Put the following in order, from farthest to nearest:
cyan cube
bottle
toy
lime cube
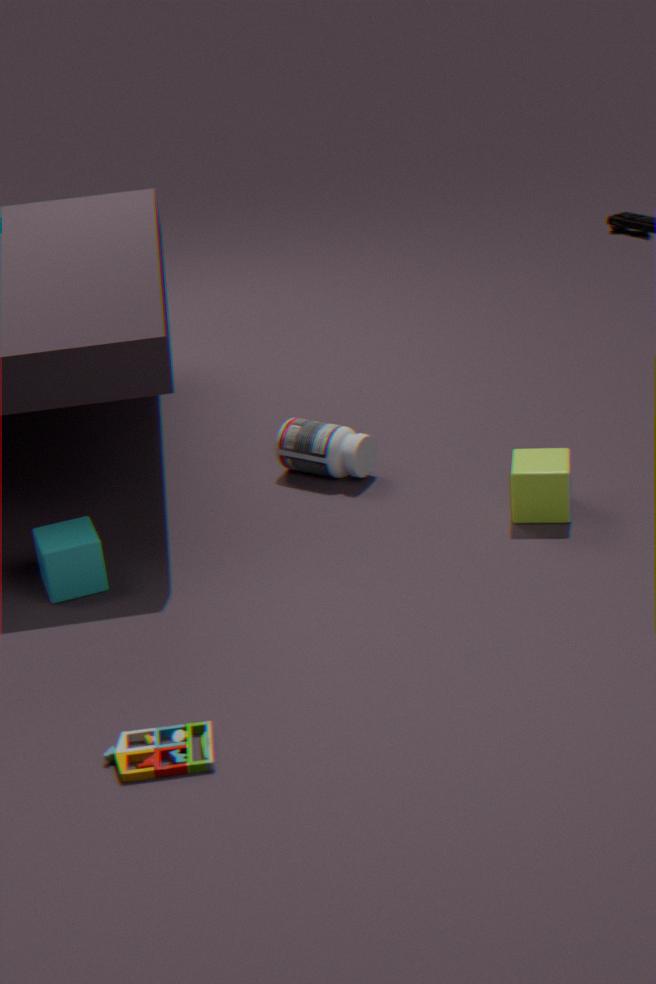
bottle < lime cube < cyan cube < toy
